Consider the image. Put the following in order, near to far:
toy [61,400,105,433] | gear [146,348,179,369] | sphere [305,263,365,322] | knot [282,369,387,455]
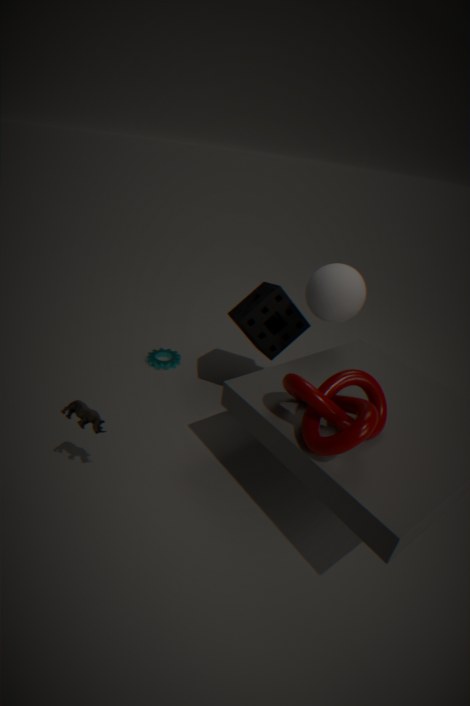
1. knot [282,369,387,455]
2. toy [61,400,105,433]
3. sphere [305,263,365,322]
4. gear [146,348,179,369]
